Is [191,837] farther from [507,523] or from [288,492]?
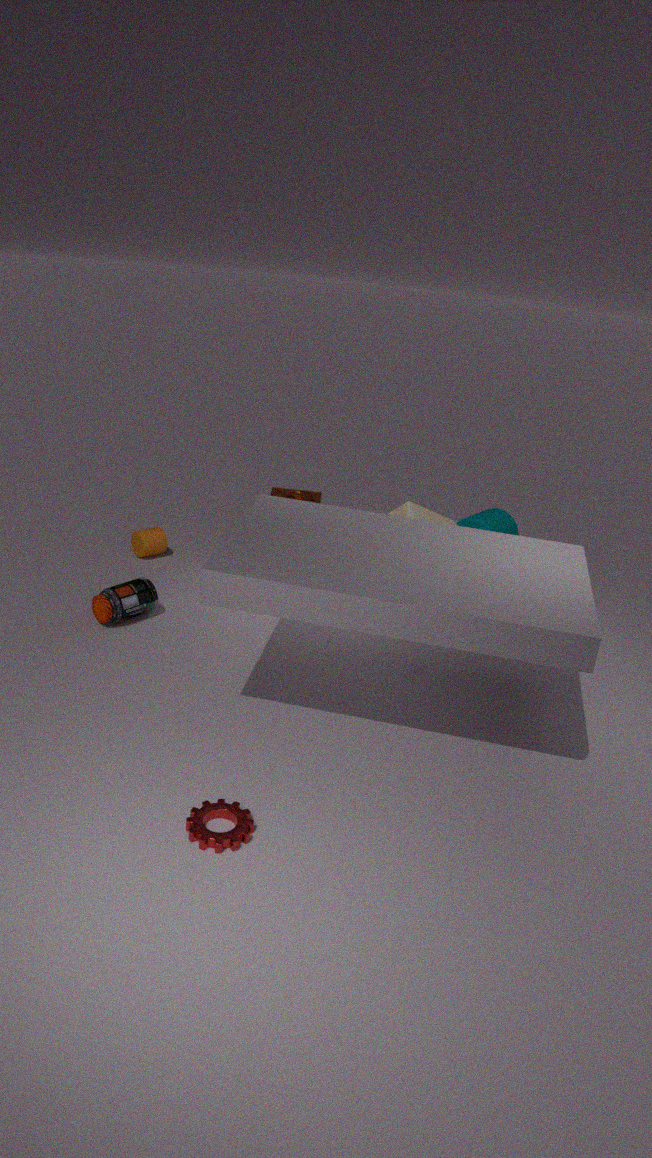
[507,523]
